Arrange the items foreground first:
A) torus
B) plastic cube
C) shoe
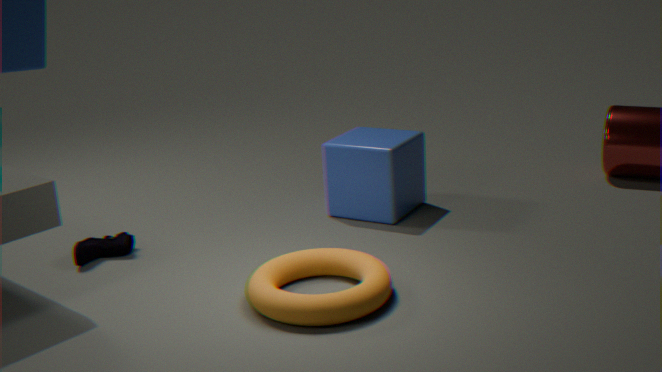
torus, shoe, plastic cube
